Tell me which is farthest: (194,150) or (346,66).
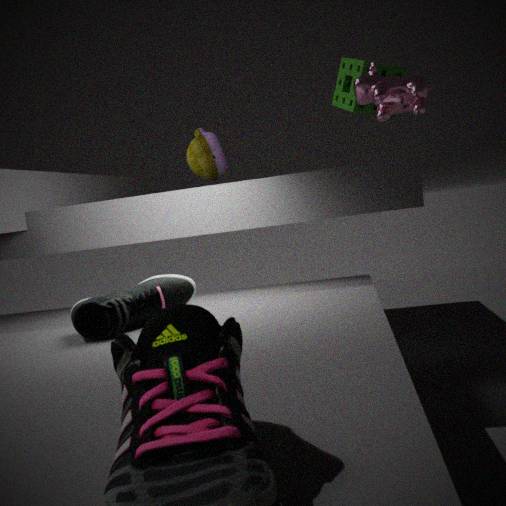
(194,150)
